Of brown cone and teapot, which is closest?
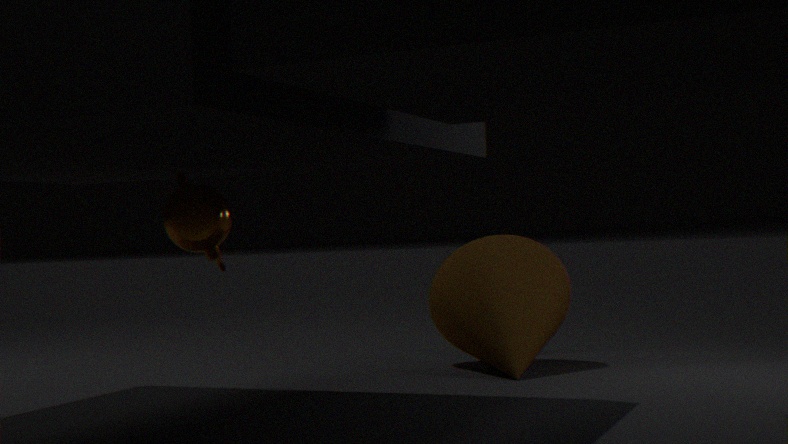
teapot
